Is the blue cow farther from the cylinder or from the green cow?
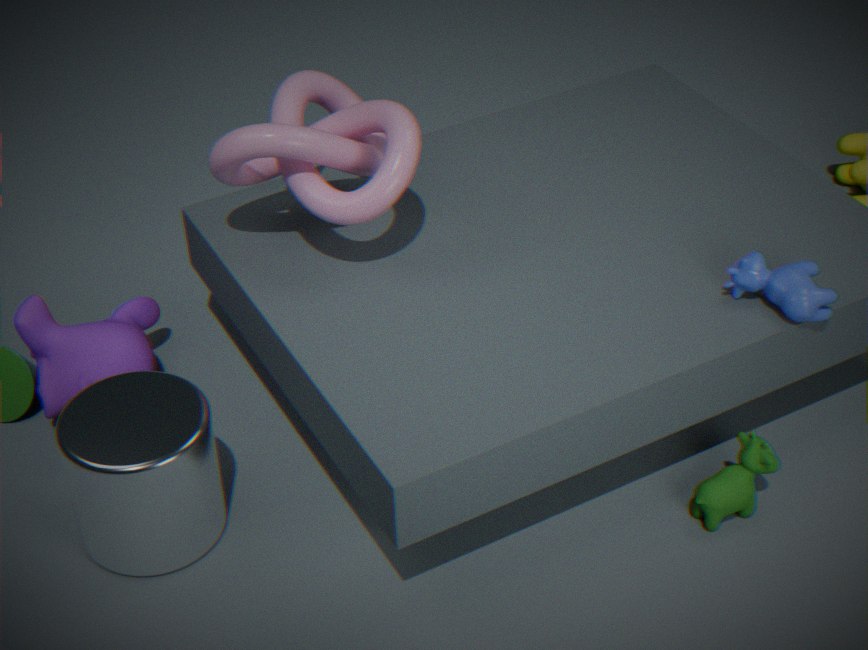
the cylinder
